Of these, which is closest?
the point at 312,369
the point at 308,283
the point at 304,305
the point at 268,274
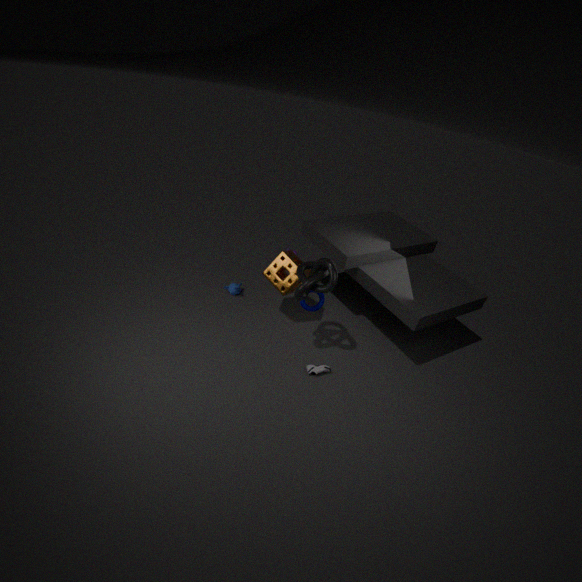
the point at 308,283
